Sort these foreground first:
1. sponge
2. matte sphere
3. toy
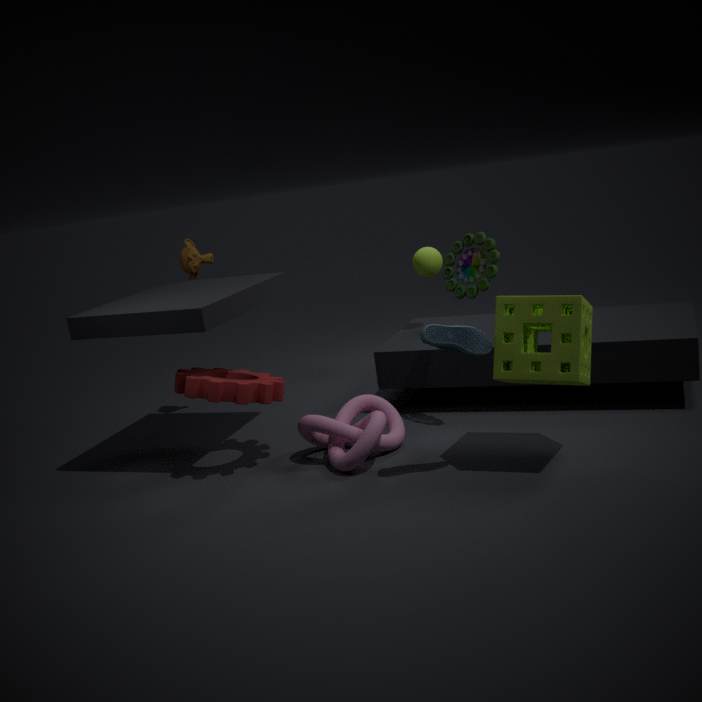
sponge, toy, matte sphere
